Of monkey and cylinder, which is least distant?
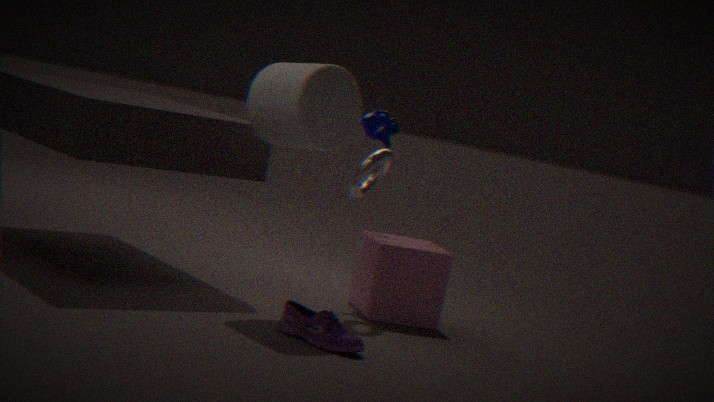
cylinder
